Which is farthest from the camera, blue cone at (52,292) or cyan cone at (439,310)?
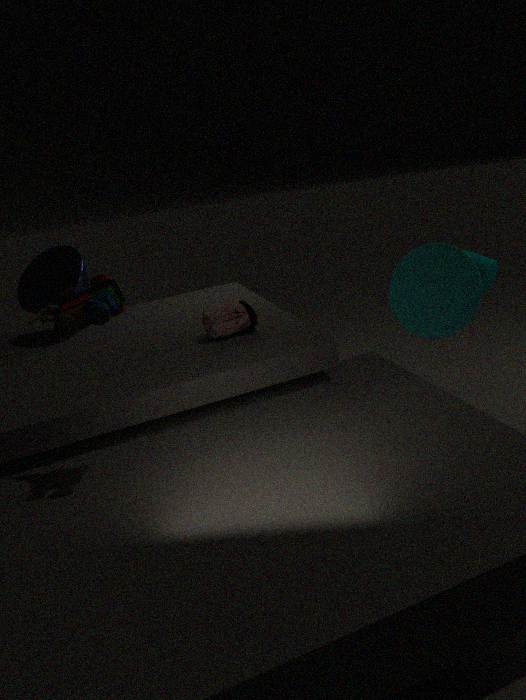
blue cone at (52,292)
